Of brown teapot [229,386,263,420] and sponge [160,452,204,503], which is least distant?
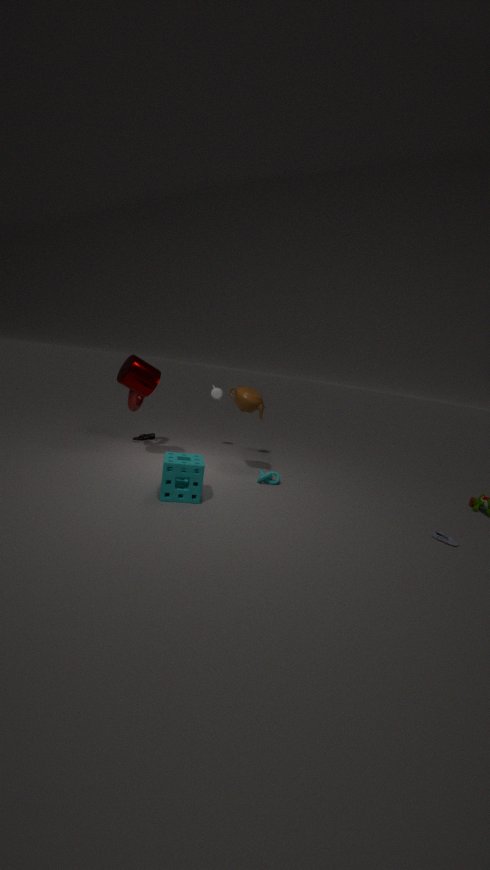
sponge [160,452,204,503]
